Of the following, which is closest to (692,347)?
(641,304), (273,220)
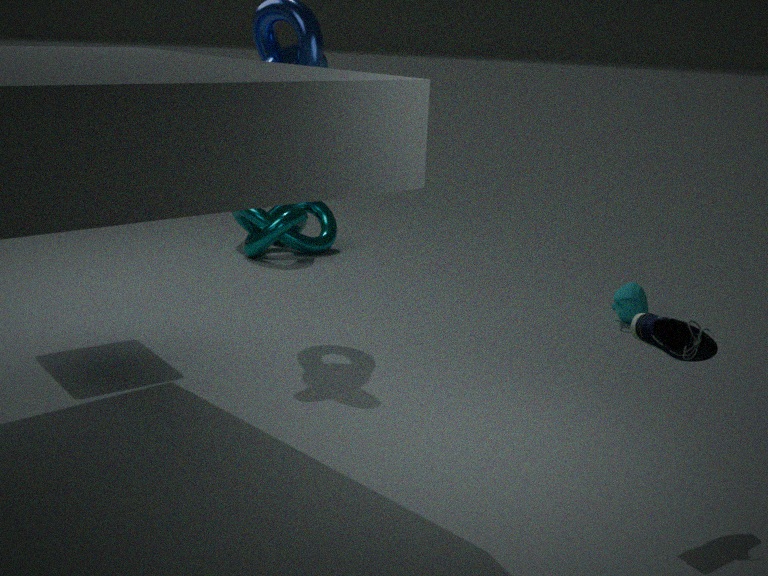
(641,304)
